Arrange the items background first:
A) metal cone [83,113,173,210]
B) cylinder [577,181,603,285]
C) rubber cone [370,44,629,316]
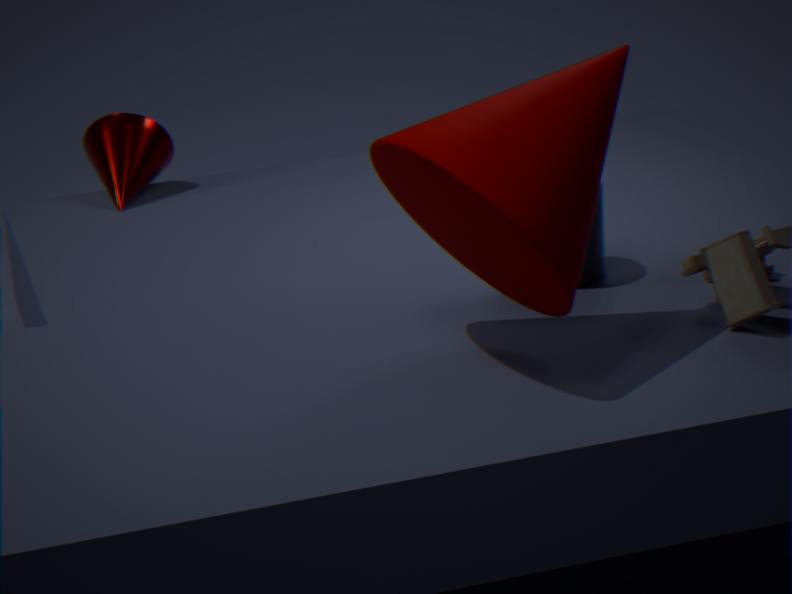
metal cone [83,113,173,210], cylinder [577,181,603,285], rubber cone [370,44,629,316]
